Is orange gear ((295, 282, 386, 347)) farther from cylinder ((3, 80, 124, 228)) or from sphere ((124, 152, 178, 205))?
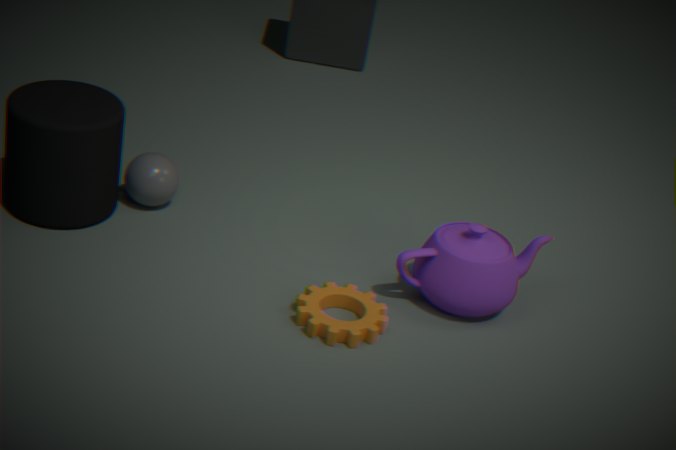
cylinder ((3, 80, 124, 228))
